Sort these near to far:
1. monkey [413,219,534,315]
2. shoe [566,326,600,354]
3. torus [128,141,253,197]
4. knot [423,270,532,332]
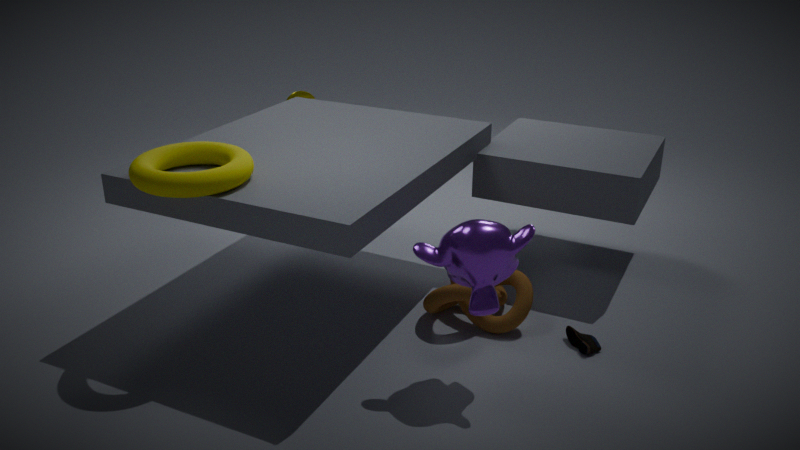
monkey [413,219,534,315], torus [128,141,253,197], shoe [566,326,600,354], knot [423,270,532,332]
